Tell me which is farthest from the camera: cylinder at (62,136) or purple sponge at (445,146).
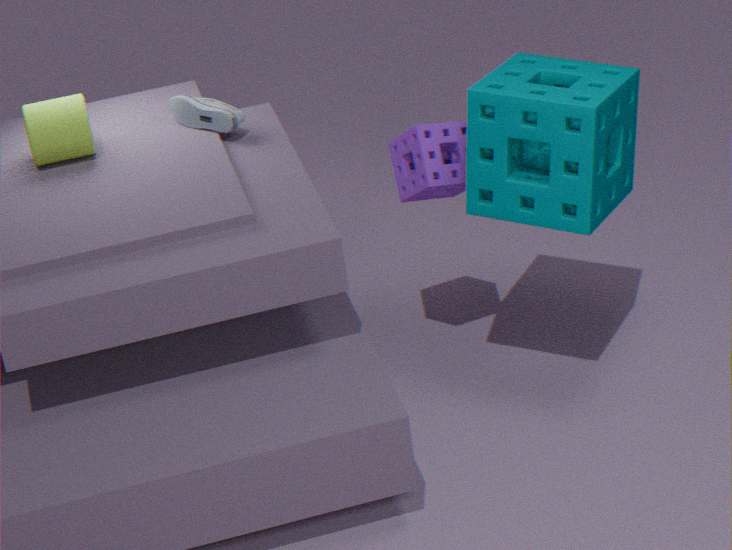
cylinder at (62,136)
